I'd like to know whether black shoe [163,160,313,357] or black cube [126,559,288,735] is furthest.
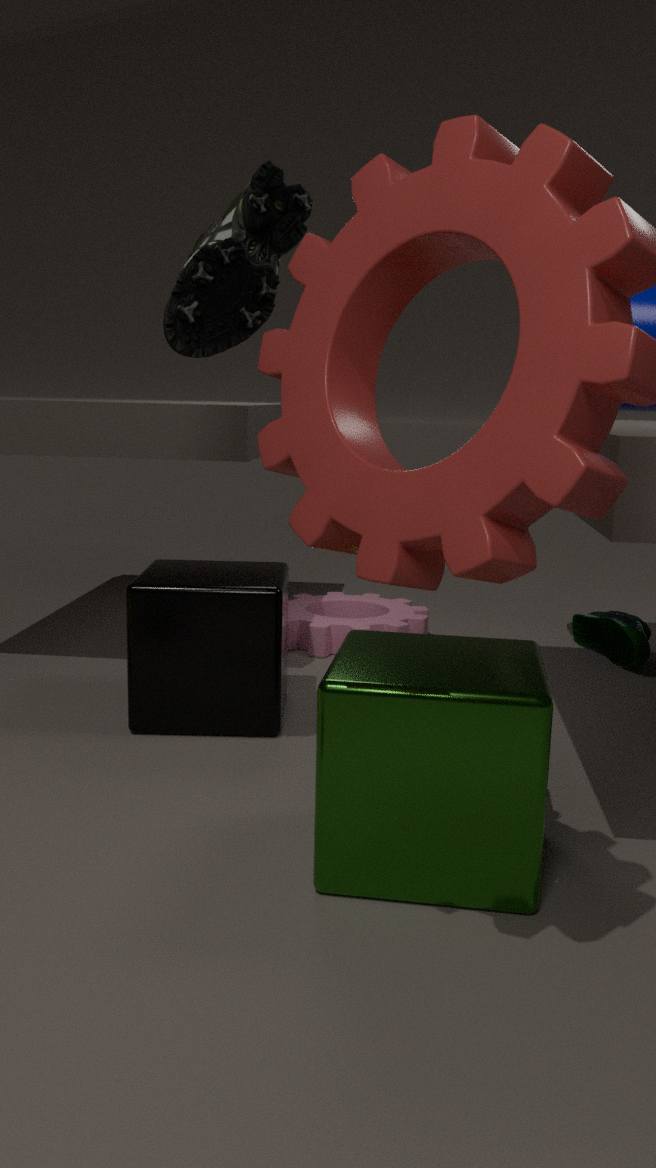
black cube [126,559,288,735]
